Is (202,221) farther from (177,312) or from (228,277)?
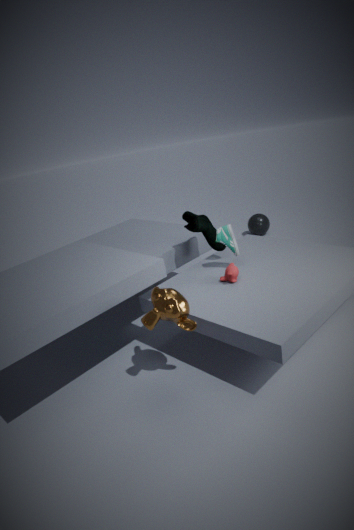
(177,312)
